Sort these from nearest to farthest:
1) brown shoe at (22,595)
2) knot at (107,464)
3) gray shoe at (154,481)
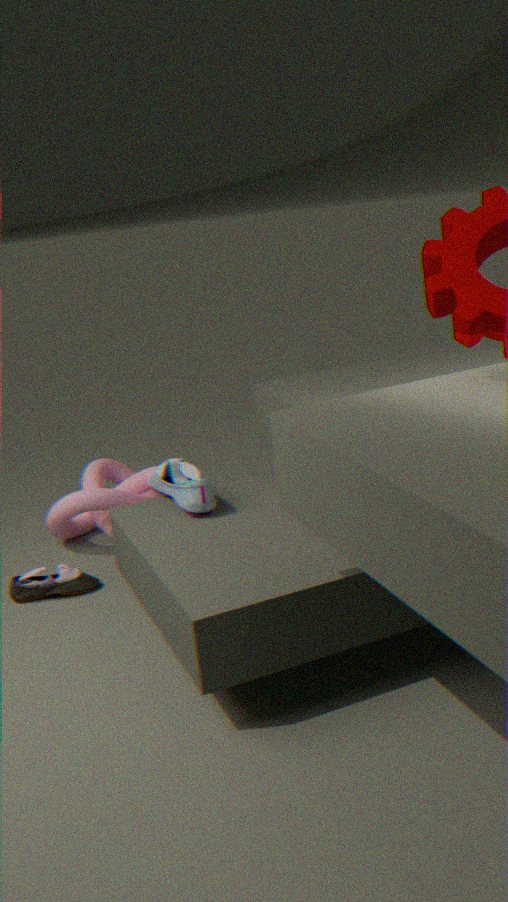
3. gray shoe at (154,481) → 1. brown shoe at (22,595) → 2. knot at (107,464)
